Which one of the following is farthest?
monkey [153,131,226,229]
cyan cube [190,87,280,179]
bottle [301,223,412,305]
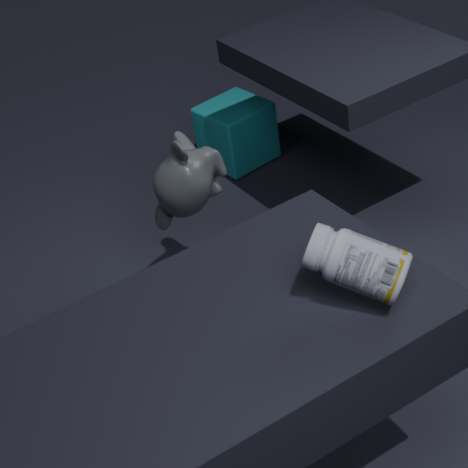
cyan cube [190,87,280,179]
